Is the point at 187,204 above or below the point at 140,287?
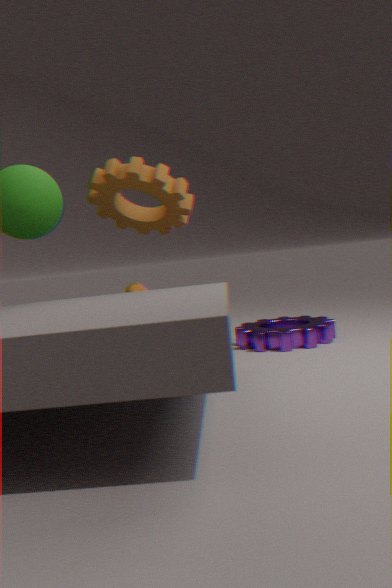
above
